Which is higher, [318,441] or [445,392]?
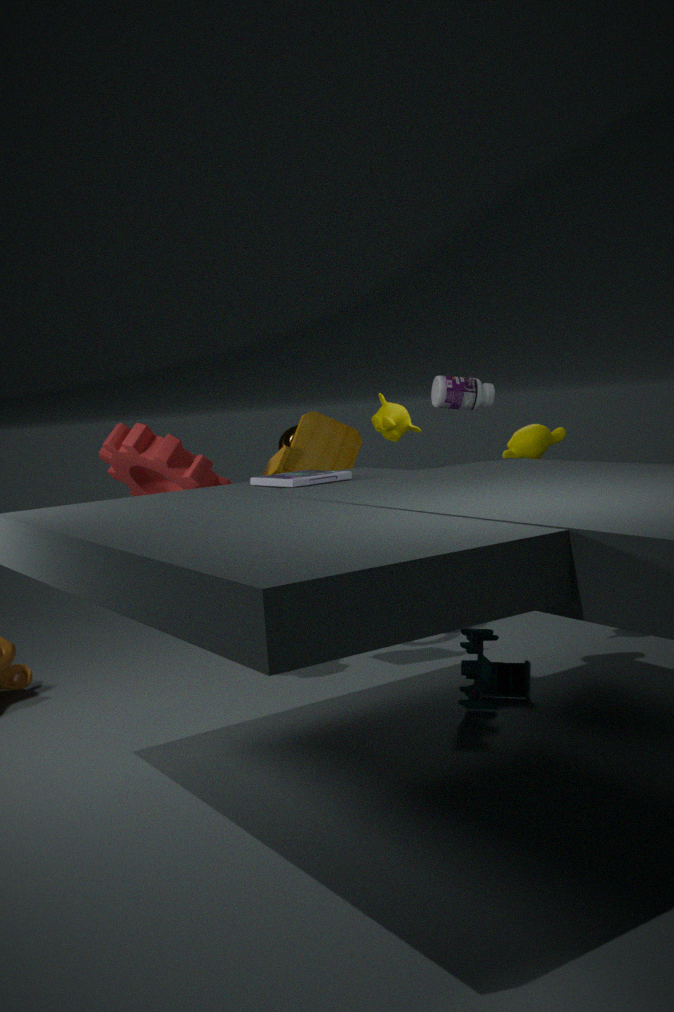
[445,392]
